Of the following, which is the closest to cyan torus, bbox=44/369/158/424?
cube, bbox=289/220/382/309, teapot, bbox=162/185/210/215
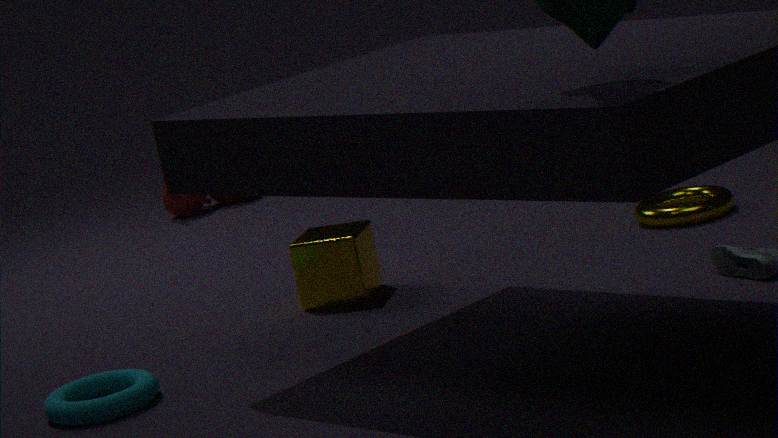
cube, bbox=289/220/382/309
